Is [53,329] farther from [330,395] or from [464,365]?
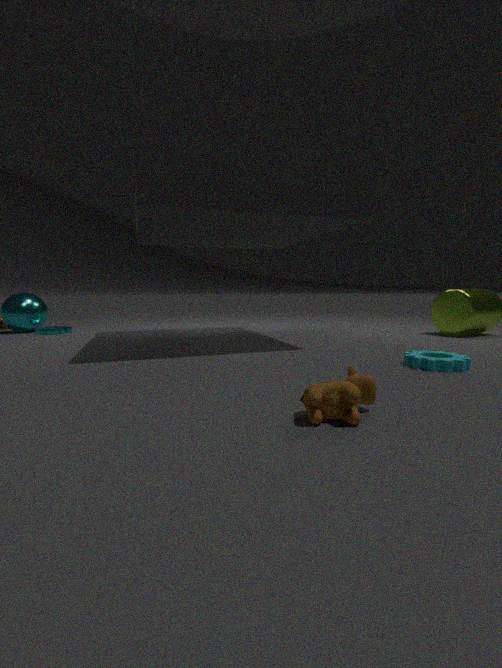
[464,365]
